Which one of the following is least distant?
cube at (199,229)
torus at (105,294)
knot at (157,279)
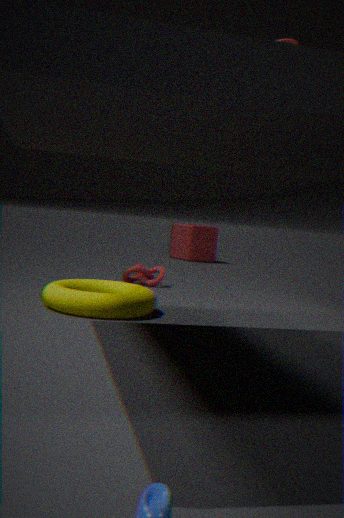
torus at (105,294)
